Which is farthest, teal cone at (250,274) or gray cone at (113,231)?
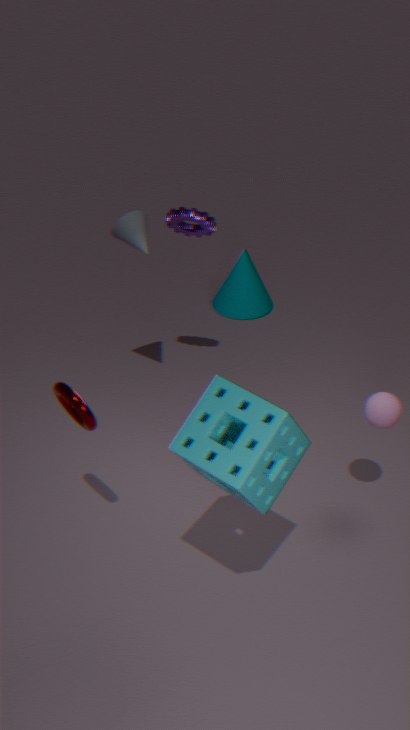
teal cone at (250,274)
